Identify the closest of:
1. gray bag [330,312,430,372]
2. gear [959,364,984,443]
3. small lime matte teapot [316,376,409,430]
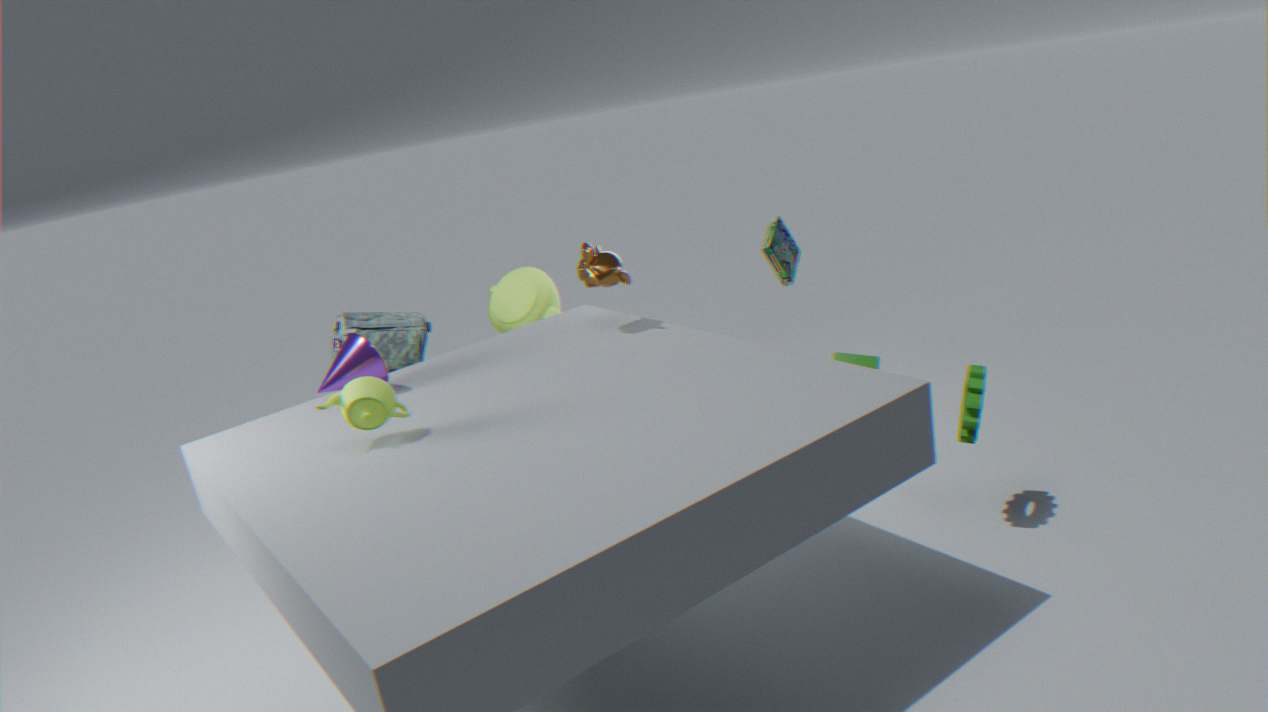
small lime matte teapot [316,376,409,430]
